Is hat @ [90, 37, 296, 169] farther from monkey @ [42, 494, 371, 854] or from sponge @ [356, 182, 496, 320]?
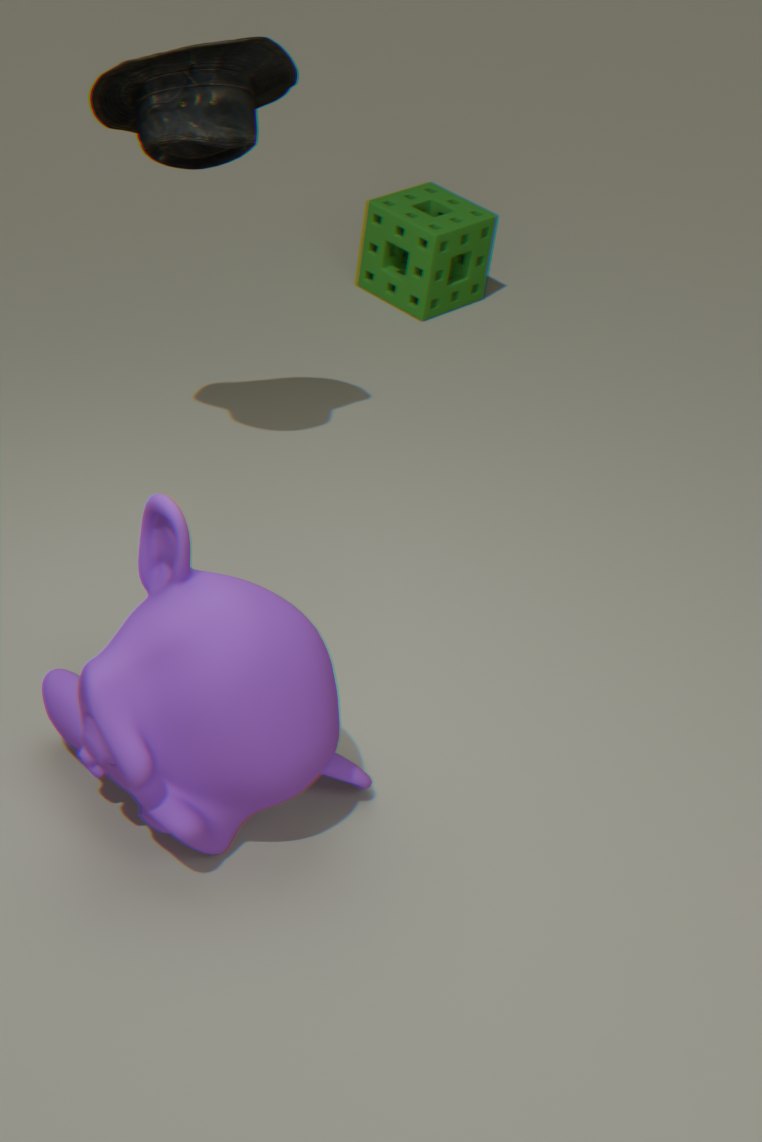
sponge @ [356, 182, 496, 320]
